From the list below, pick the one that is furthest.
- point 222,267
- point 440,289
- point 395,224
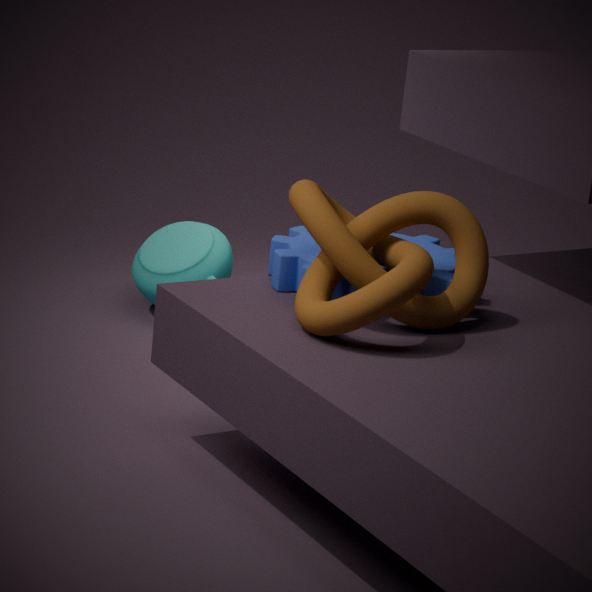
point 222,267
